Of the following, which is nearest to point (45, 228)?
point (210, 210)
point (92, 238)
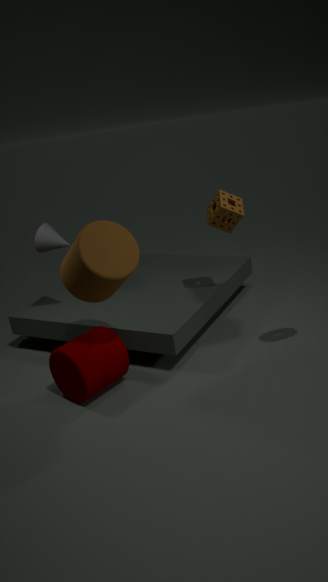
point (92, 238)
